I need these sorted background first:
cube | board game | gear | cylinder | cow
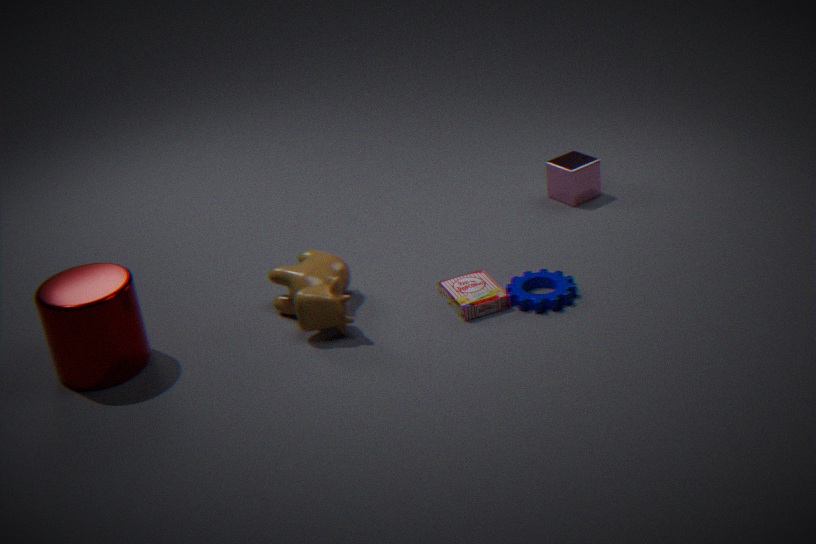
1. cube
2. board game
3. gear
4. cow
5. cylinder
